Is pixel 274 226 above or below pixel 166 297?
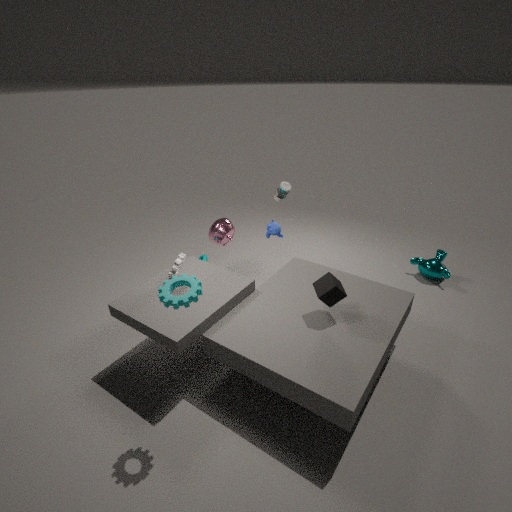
below
